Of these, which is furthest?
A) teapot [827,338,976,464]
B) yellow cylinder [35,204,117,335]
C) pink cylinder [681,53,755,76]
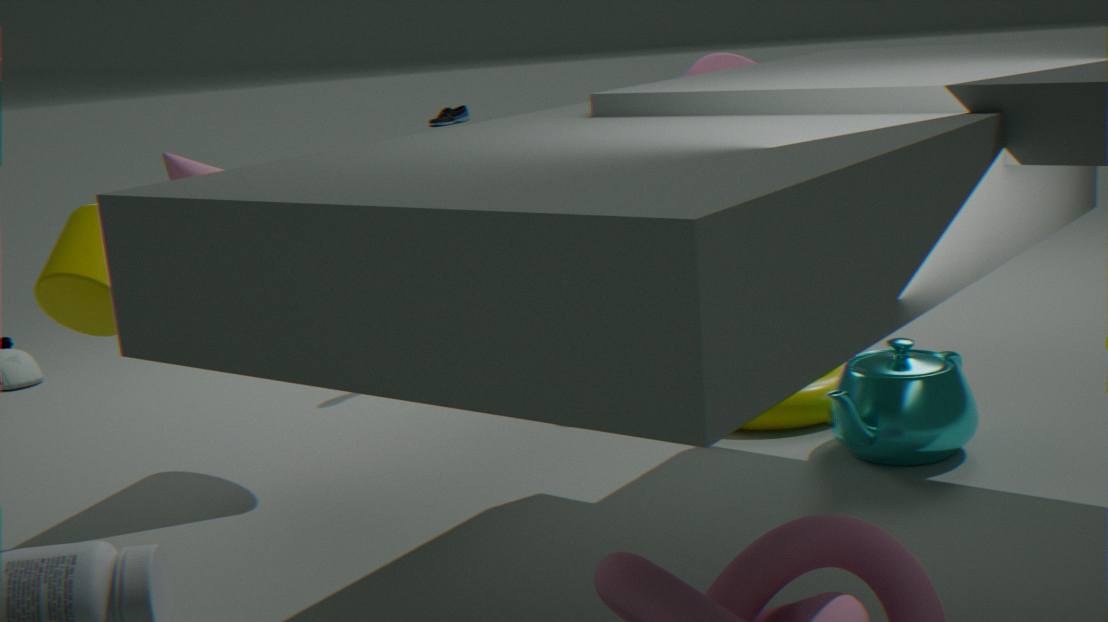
pink cylinder [681,53,755,76]
